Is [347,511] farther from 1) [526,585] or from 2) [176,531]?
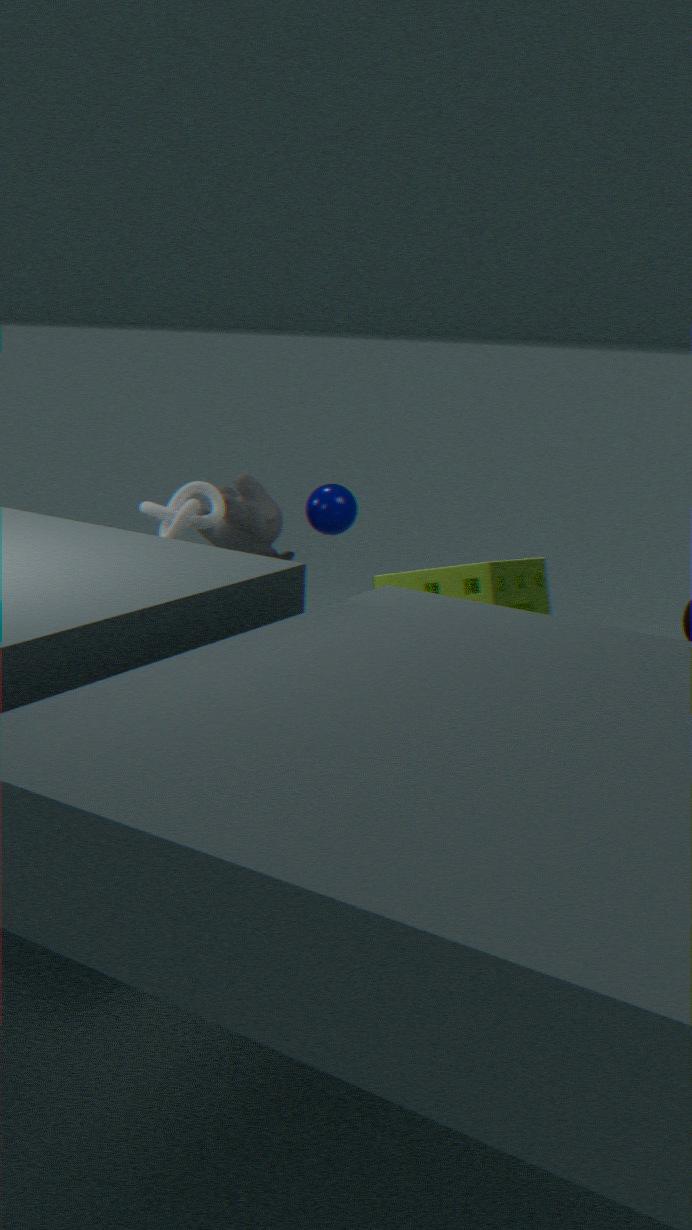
1) [526,585]
